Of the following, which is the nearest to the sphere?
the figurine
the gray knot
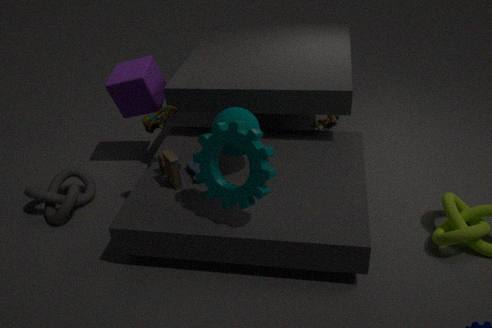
the gray knot
